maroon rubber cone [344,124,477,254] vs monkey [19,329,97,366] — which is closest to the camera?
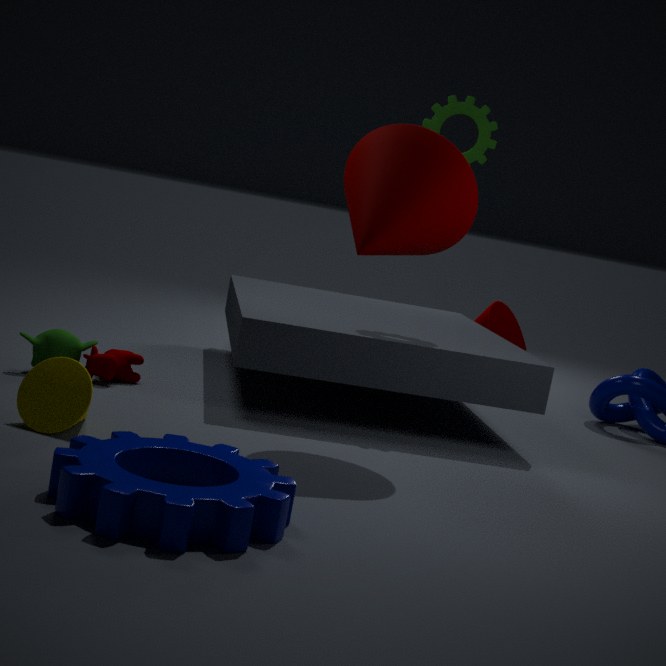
maroon rubber cone [344,124,477,254]
